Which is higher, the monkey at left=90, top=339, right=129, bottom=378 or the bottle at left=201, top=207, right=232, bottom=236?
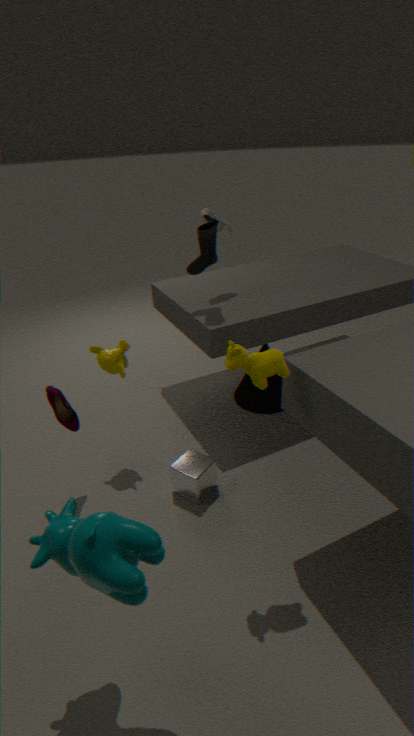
the bottle at left=201, top=207, right=232, bottom=236
